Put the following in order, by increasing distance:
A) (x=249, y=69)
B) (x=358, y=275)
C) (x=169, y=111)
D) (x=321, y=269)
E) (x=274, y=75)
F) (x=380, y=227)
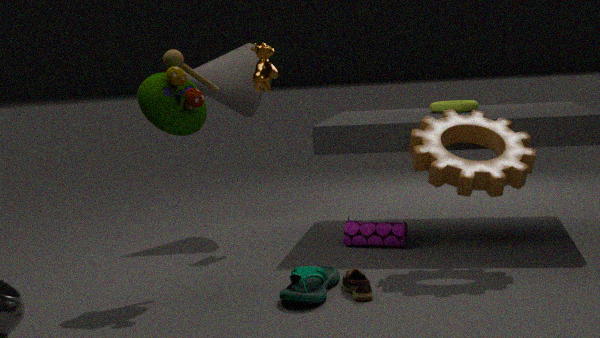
(x=321, y=269) < (x=169, y=111) < (x=358, y=275) < (x=380, y=227) < (x=274, y=75) < (x=249, y=69)
